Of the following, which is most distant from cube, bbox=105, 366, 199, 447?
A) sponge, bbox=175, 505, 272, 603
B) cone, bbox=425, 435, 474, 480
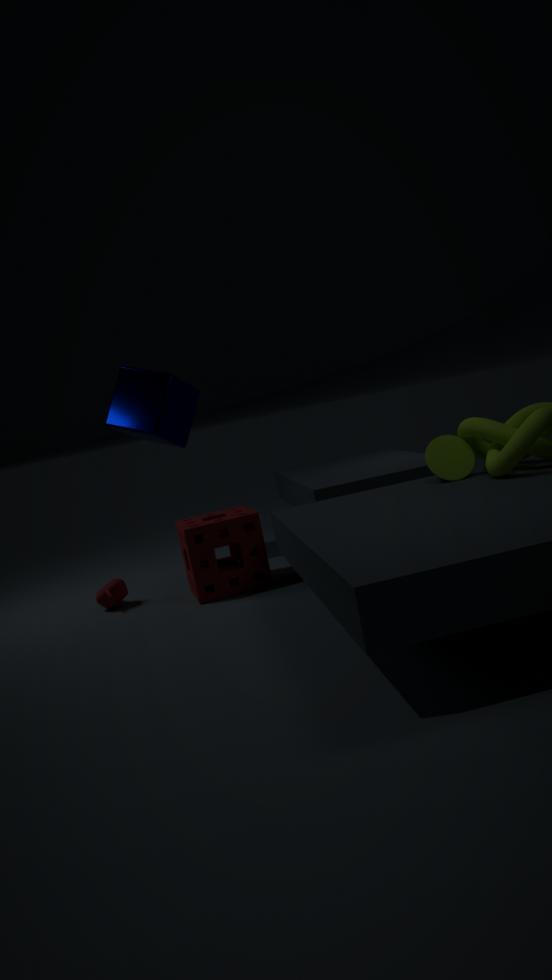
cone, bbox=425, 435, 474, 480
